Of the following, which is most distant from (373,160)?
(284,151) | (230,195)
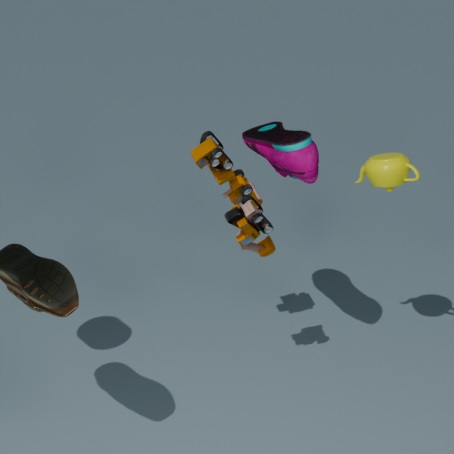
(230,195)
